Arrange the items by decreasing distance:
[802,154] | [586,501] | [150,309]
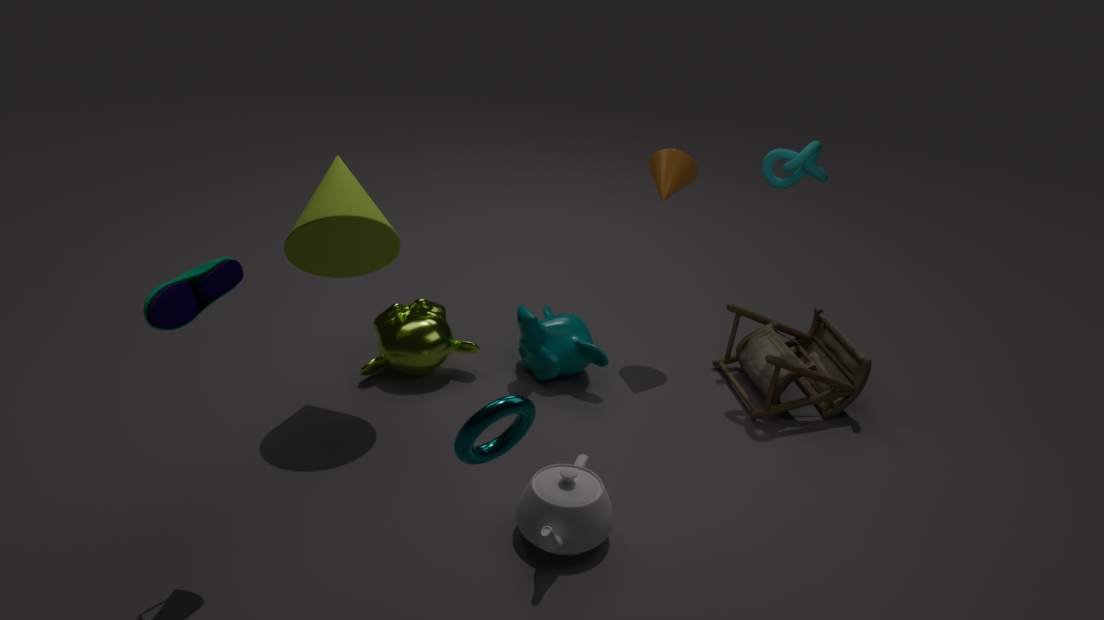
[802,154]
[586,501]
[150,309]
